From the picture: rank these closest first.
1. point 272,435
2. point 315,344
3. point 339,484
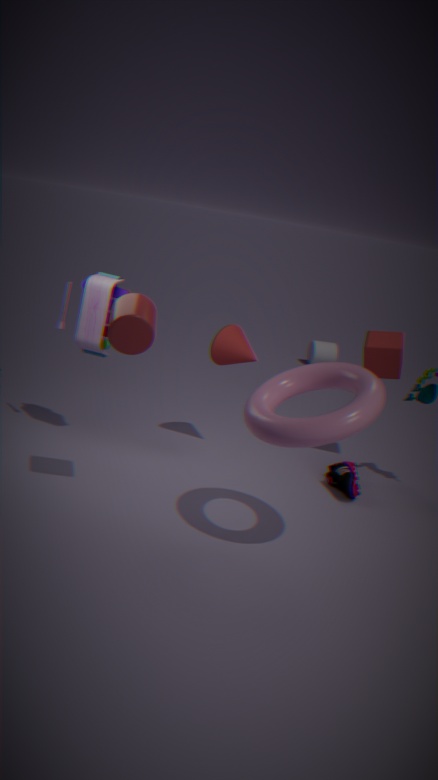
point 272,435 < point 339,484 < point 315,344
